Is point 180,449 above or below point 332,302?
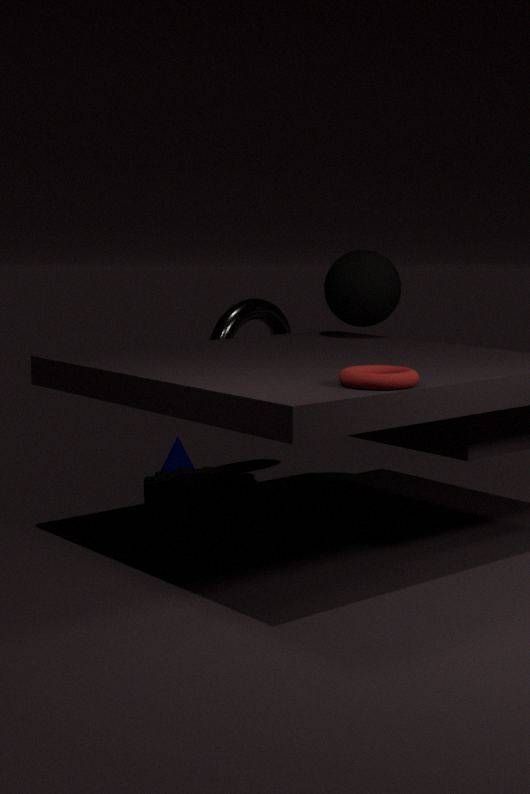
below
